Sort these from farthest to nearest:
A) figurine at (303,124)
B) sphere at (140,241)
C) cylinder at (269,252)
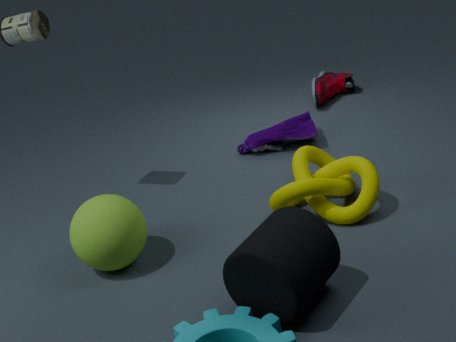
figurine at (303,124) → sphere at (140,241) → cylinder at (269,252)
